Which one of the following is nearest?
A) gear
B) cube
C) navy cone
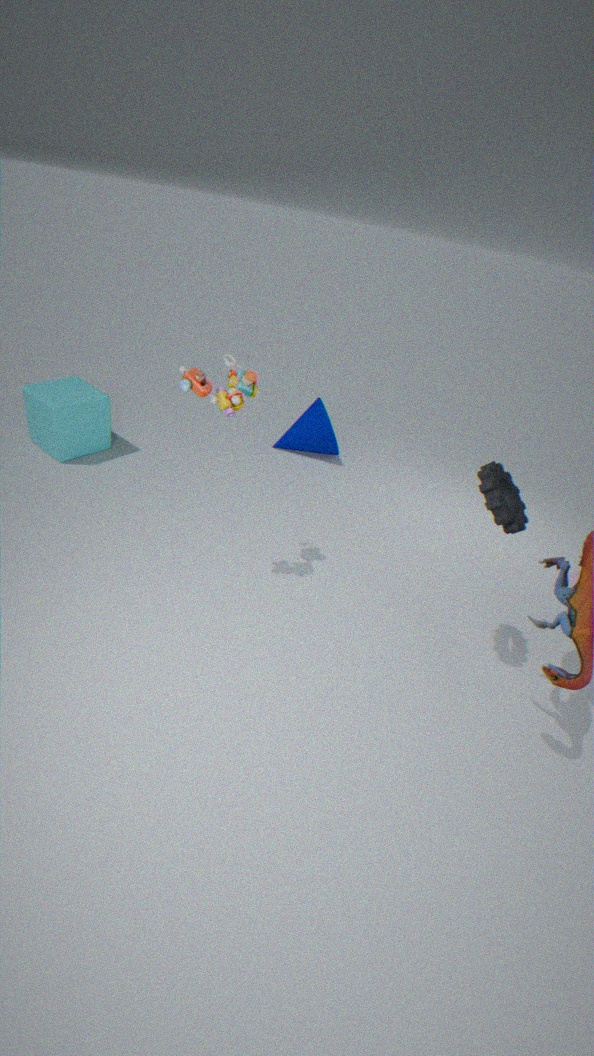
A. gear
